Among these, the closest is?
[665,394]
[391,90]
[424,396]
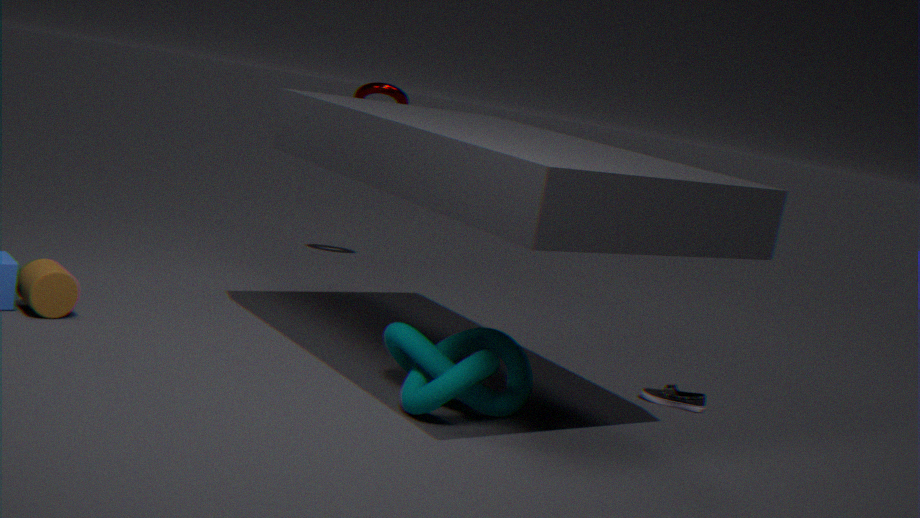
[424,396]
